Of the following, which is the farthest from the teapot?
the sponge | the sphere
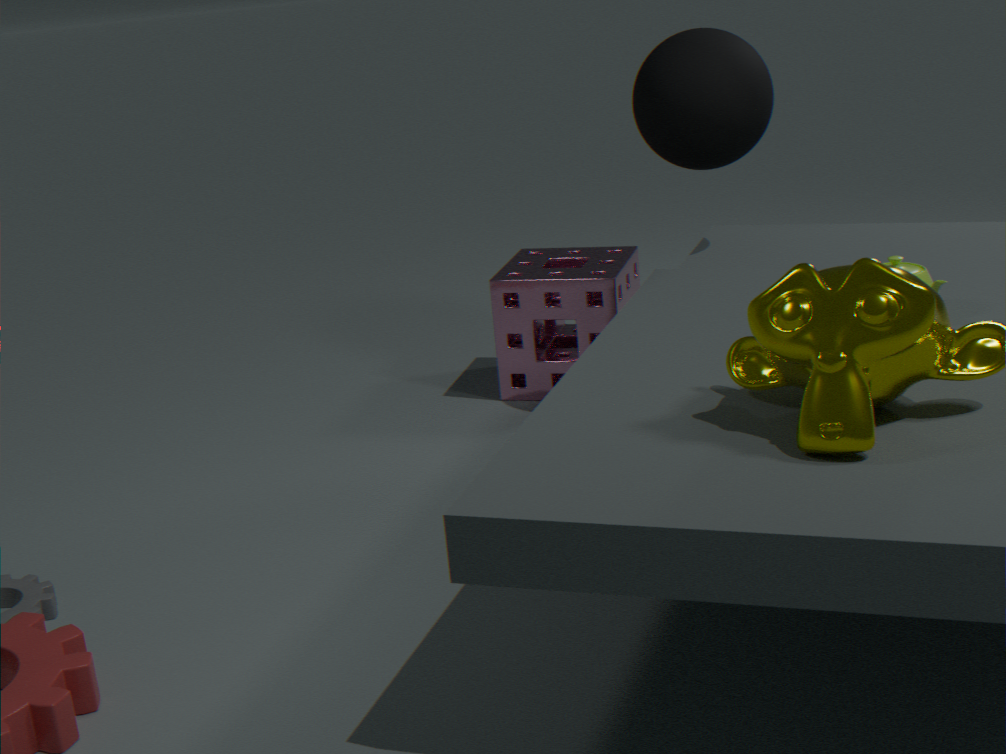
the sponge
